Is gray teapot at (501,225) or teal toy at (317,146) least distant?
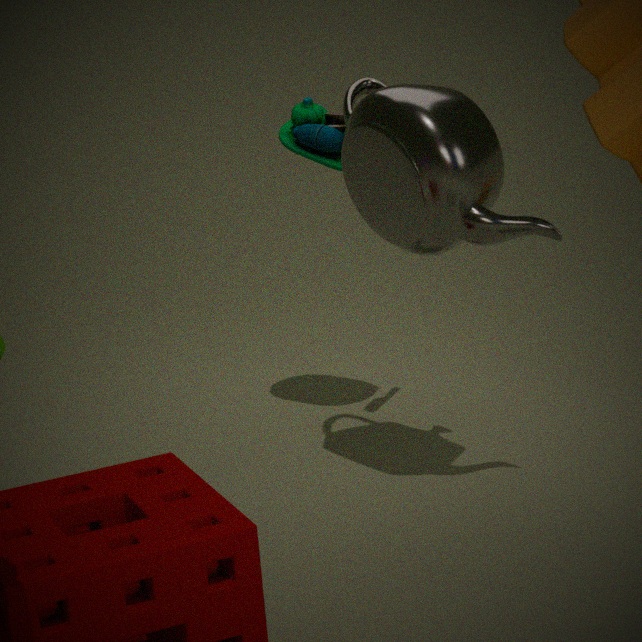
gray teapot at (501,225)
